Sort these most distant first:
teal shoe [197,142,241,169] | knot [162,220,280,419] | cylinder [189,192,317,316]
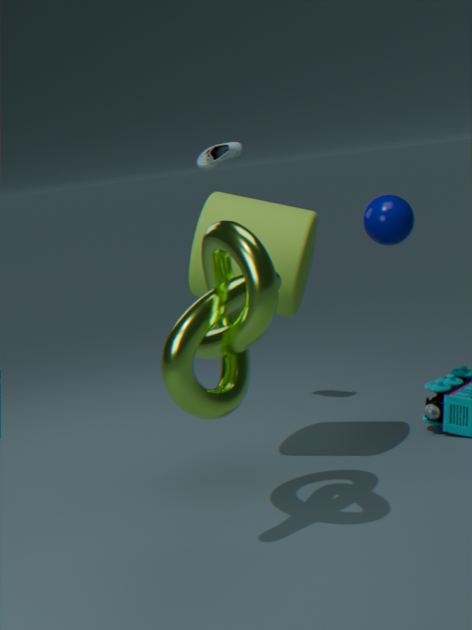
teal shoe [197,142,241,169], cylinder [189,192,317,316], knot [162,220,280,419]
